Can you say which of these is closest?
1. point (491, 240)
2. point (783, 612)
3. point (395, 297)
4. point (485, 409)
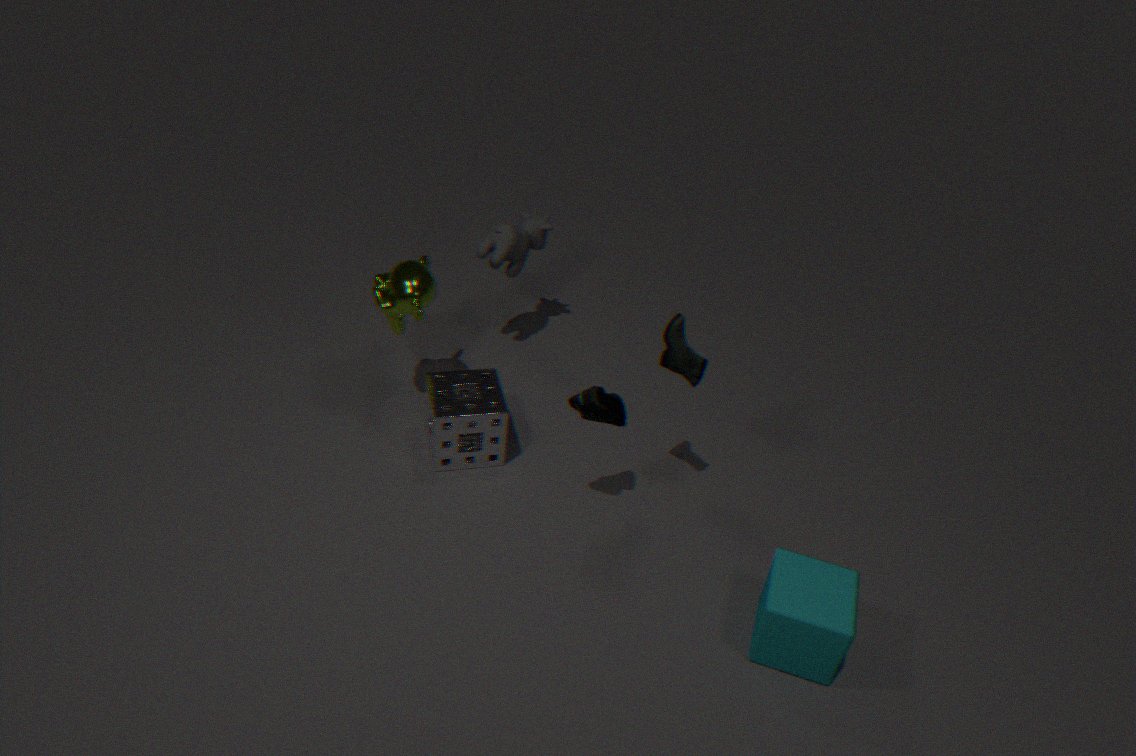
point (783, 612)
